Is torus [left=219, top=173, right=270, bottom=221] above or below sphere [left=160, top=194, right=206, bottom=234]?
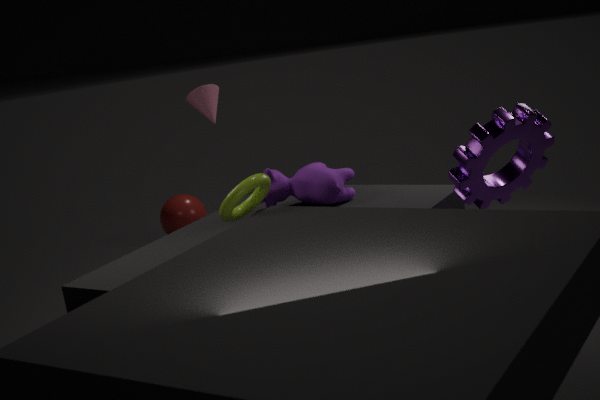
above
